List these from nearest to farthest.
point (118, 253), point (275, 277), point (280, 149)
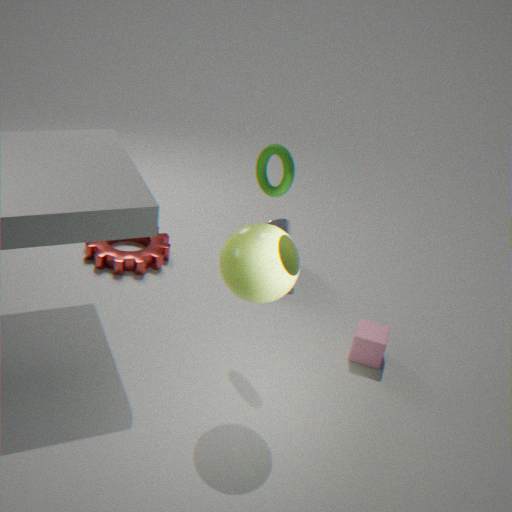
point (275, 277), point (280, 149), point (118, 253)
